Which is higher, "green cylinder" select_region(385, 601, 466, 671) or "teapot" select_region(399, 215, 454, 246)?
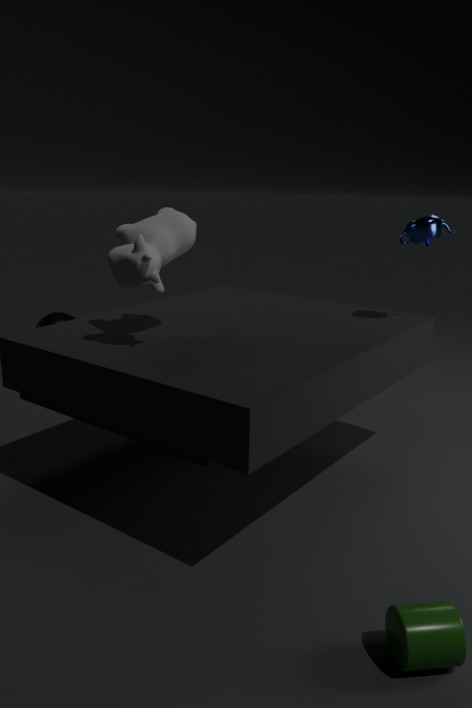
"teapot" select_region(399, 215, 454, 246)
